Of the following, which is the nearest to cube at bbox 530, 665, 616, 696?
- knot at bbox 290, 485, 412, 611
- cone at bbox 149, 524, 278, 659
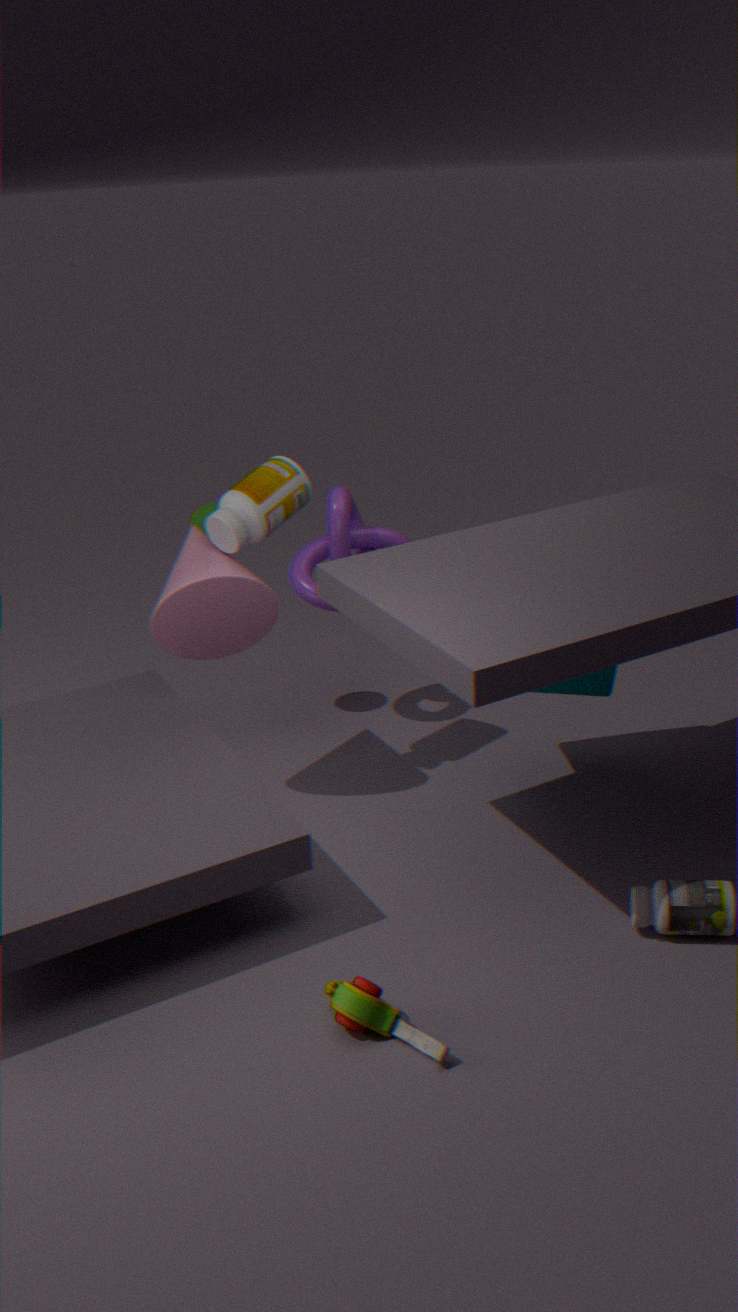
knot at bbox 290, 485, 412, 611
